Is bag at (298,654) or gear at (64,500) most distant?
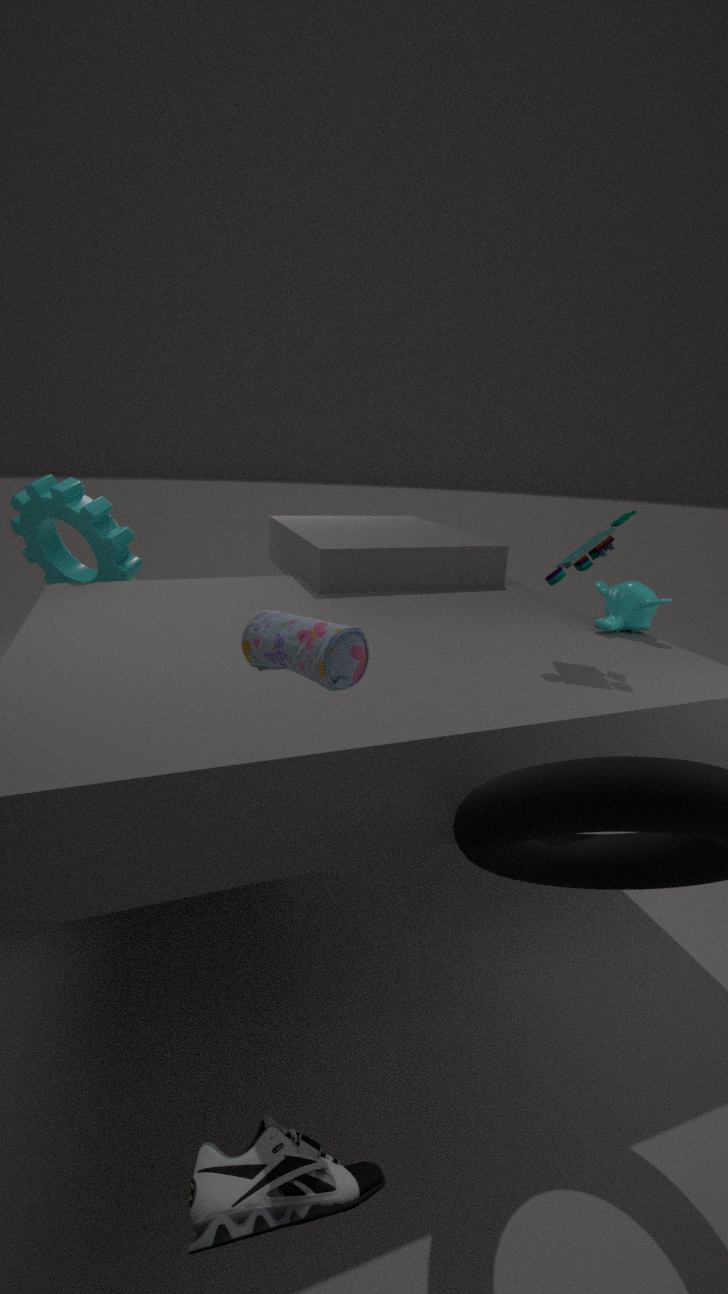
gear at (64,500)
